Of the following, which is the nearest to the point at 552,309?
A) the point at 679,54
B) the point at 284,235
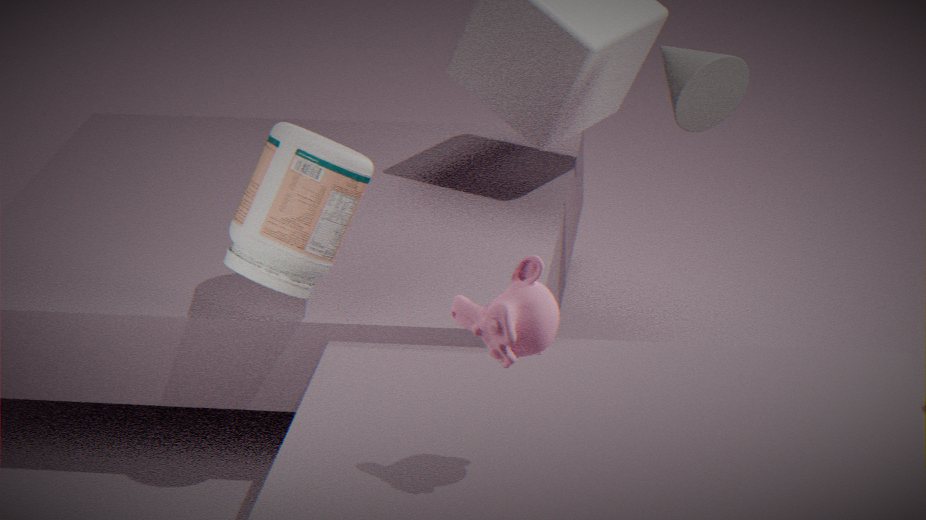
the point at 284,235
